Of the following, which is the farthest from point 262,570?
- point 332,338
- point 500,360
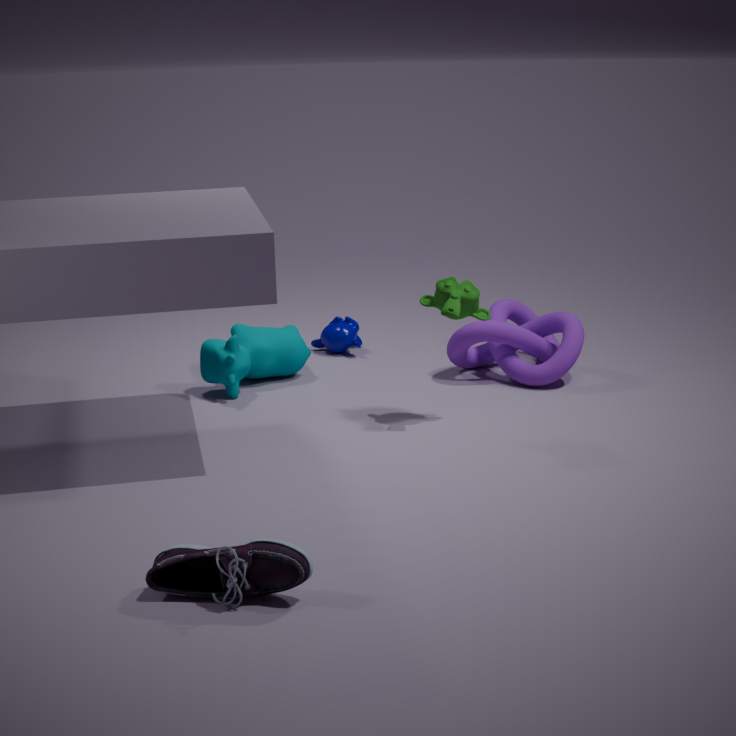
point 332,338
